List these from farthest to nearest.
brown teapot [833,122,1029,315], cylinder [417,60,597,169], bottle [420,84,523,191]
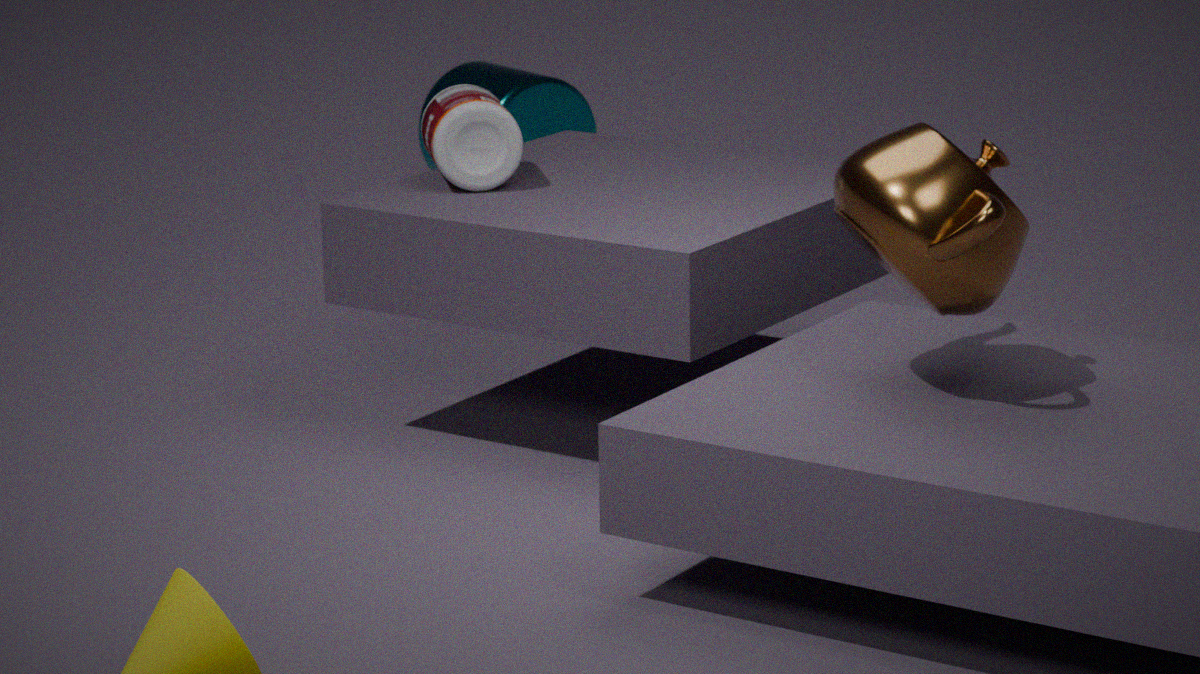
1. cylinder [417,60,597,169]
2. bottle [420,84,523,191]
3. brown teapot [833,122,1029,315]
